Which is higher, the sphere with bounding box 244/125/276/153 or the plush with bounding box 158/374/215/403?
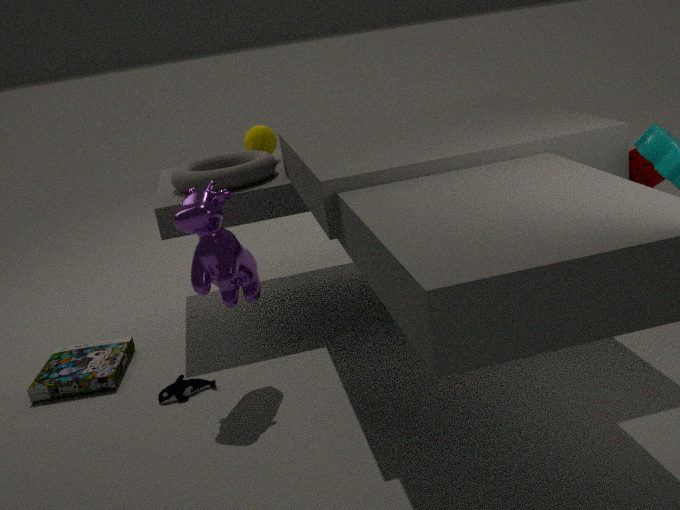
the sphere with bounding box 244/125/276/153
